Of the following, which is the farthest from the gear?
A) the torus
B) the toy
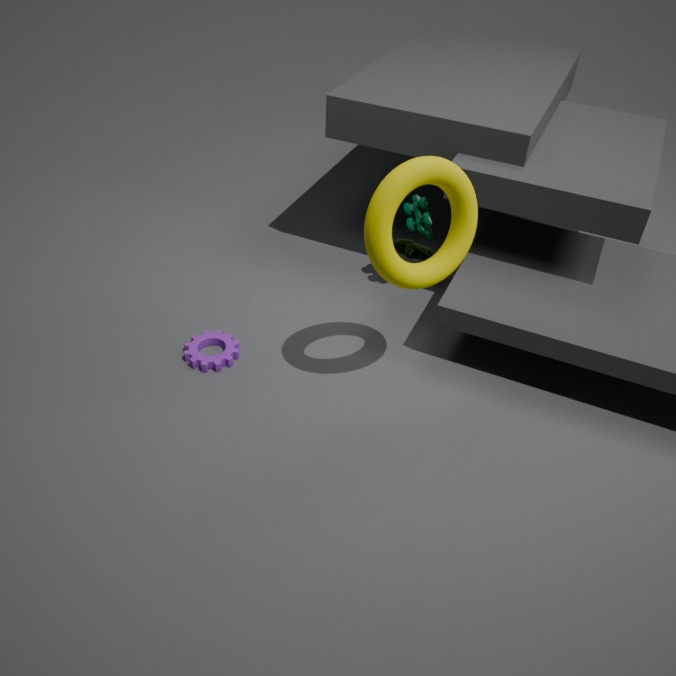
the toy
